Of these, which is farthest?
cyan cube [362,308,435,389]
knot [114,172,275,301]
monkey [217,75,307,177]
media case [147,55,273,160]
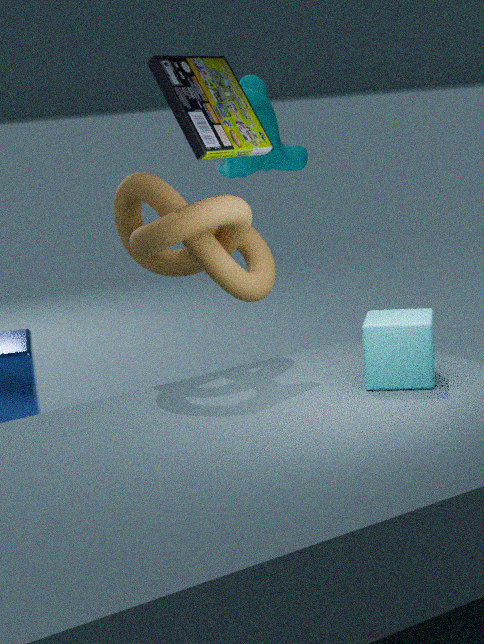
monkey [217,75,307,177]
